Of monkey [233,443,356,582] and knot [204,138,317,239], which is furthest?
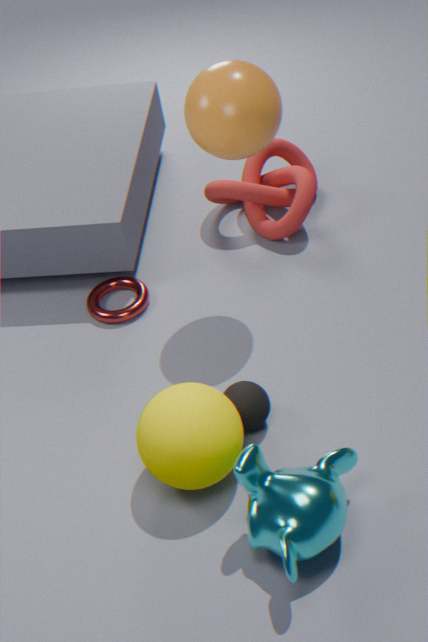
knot [204,138,317,239]
